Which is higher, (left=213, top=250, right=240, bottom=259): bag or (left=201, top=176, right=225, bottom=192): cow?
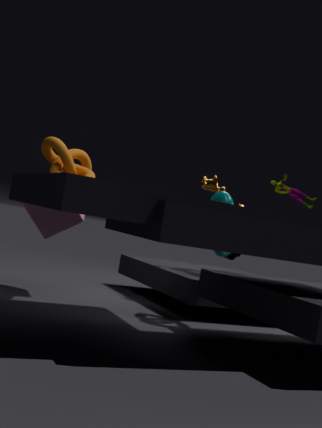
(left=201, top=176, right=225, bottom=192): cow
